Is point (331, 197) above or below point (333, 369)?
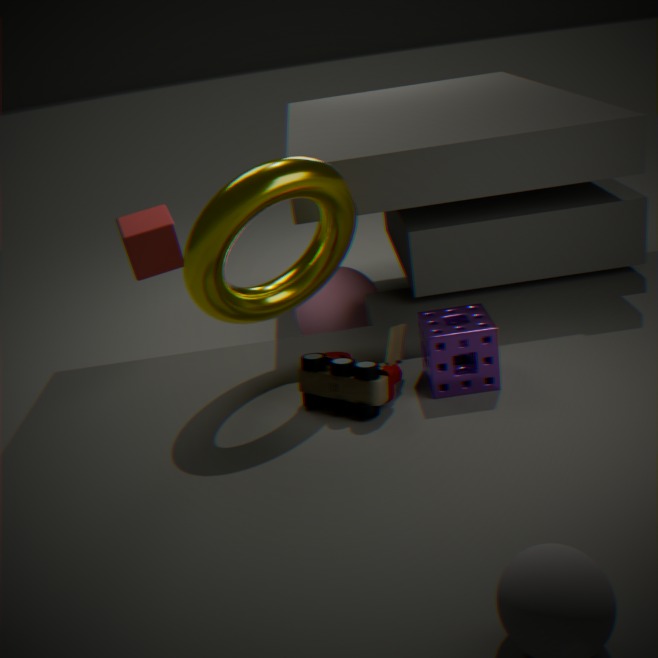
above
